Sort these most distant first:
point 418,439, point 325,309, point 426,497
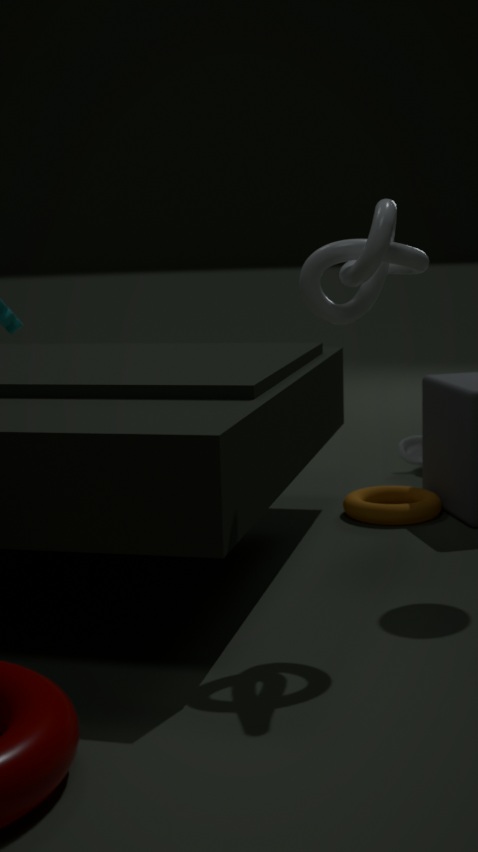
point 418,439 → point 426,497 → point 325,309
